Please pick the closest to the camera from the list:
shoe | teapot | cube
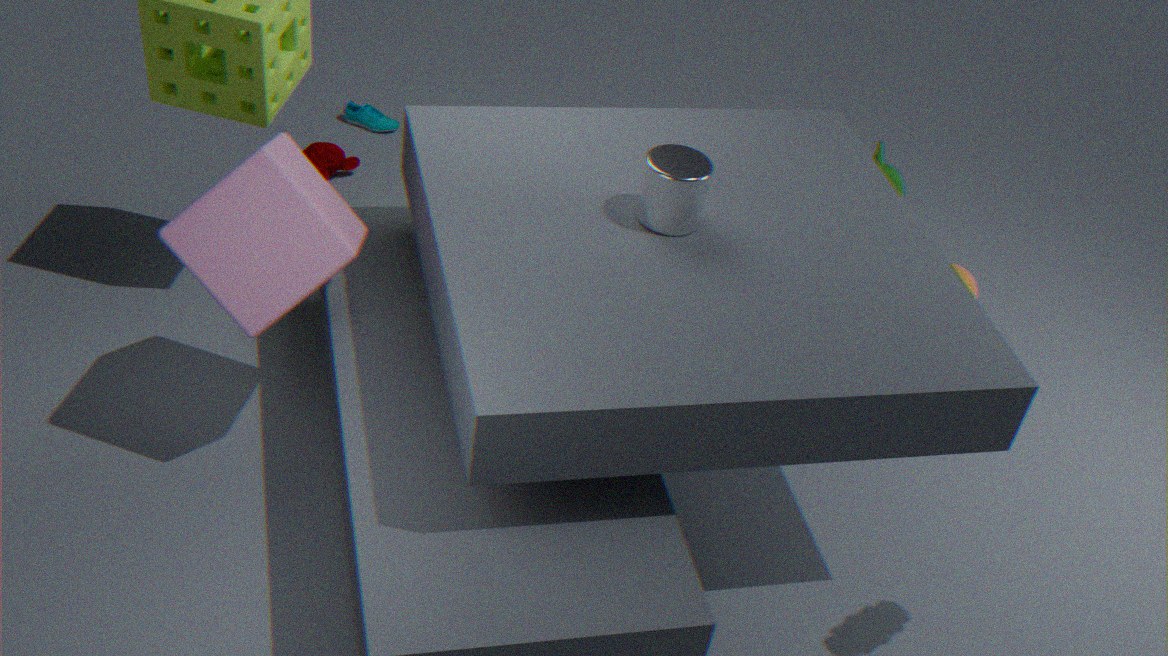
A: cube
